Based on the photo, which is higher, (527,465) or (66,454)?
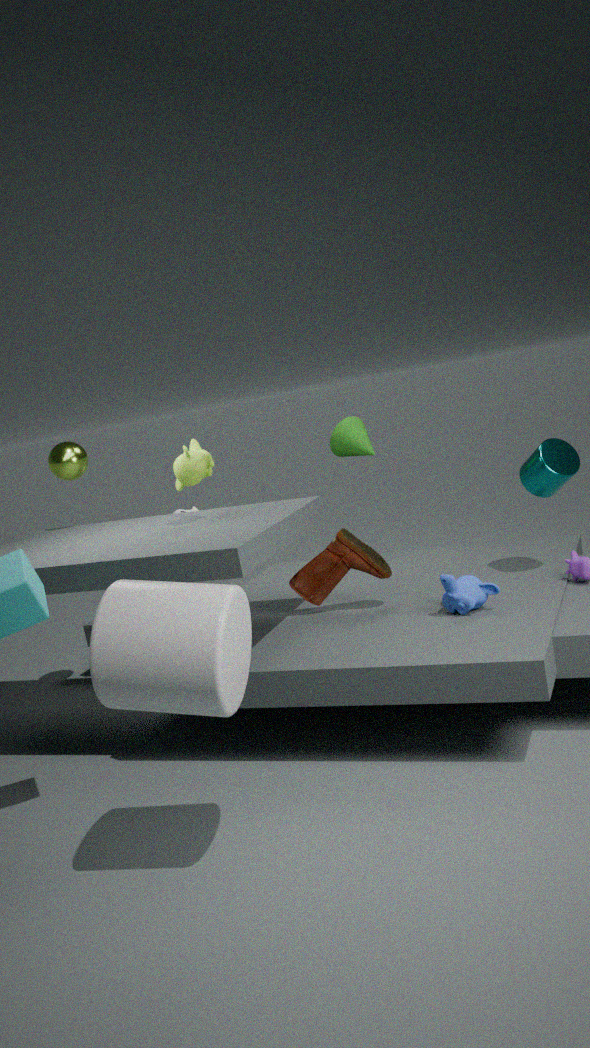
(66,454)
